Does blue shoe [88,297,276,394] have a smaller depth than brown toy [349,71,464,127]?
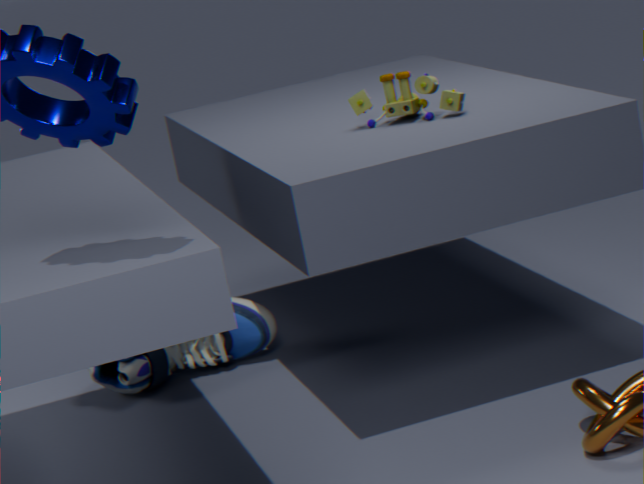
No
